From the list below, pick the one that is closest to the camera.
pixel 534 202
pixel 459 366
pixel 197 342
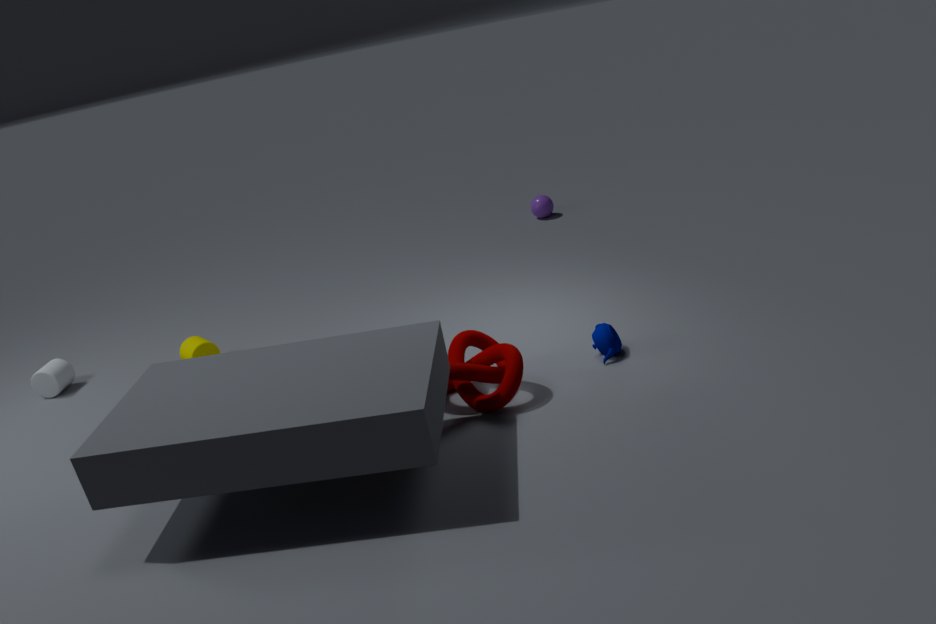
pixel 459 366
